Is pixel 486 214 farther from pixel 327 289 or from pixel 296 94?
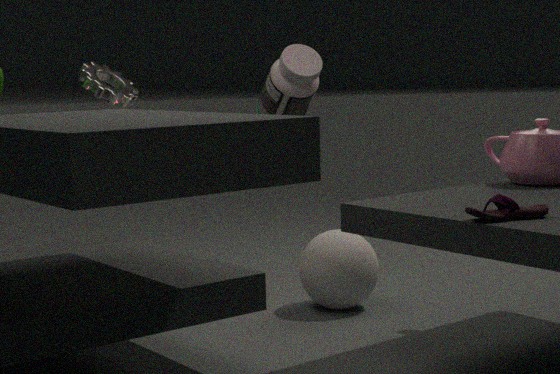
pixel 296 94
